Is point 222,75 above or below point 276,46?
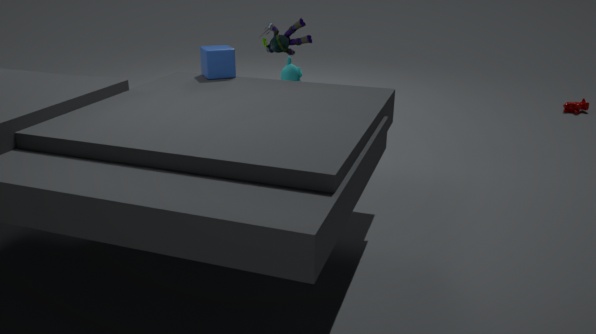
below
